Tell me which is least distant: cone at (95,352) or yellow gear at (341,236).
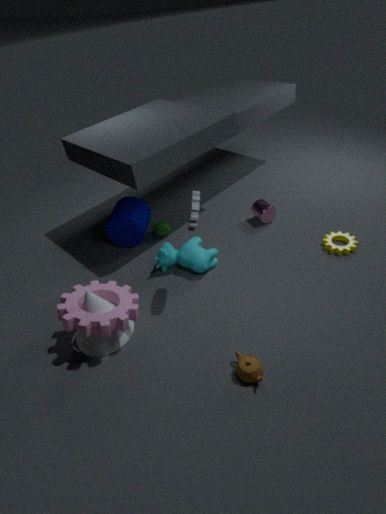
cone at (95,352)
